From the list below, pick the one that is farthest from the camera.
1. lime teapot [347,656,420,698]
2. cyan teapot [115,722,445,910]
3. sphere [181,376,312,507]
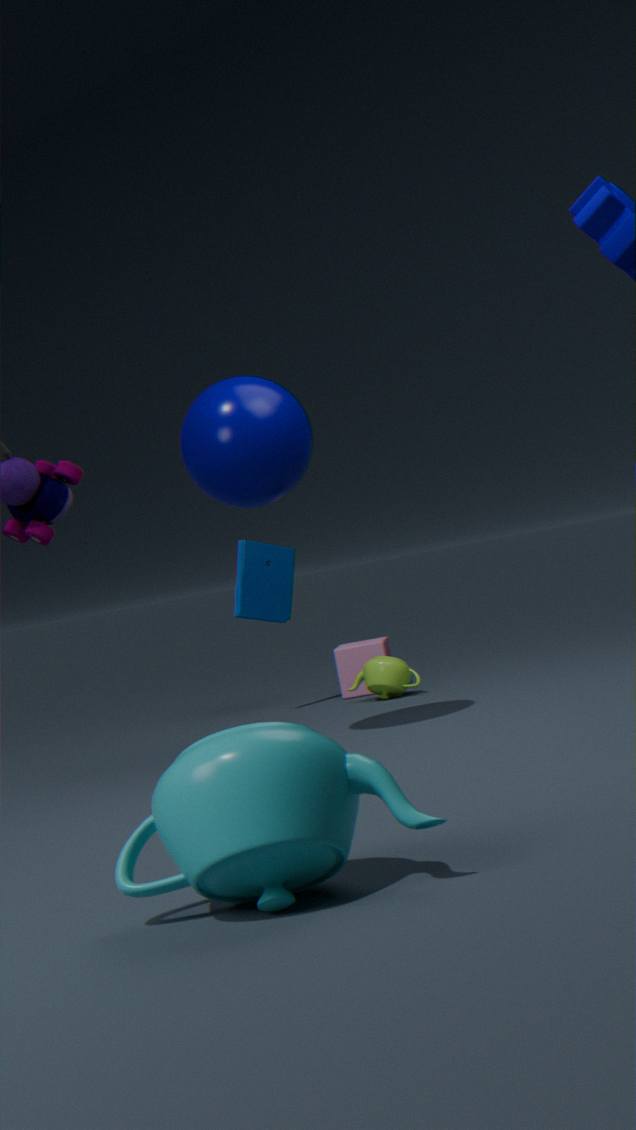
lime teapot [347,656,420,698]
